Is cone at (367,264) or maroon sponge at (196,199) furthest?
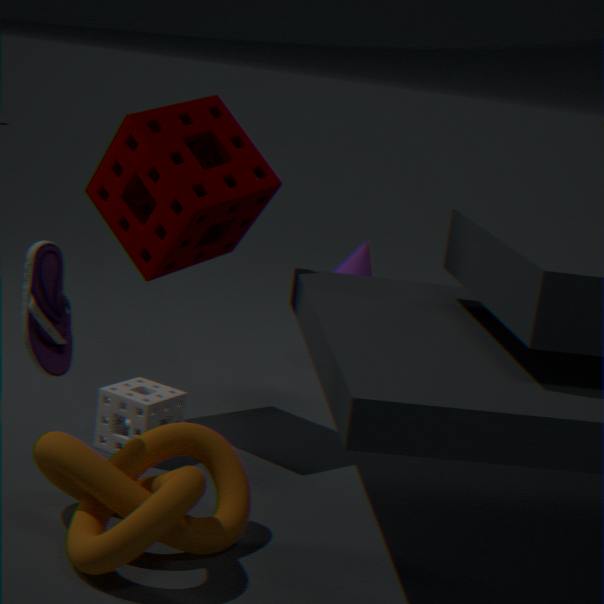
cone at (367,264)
